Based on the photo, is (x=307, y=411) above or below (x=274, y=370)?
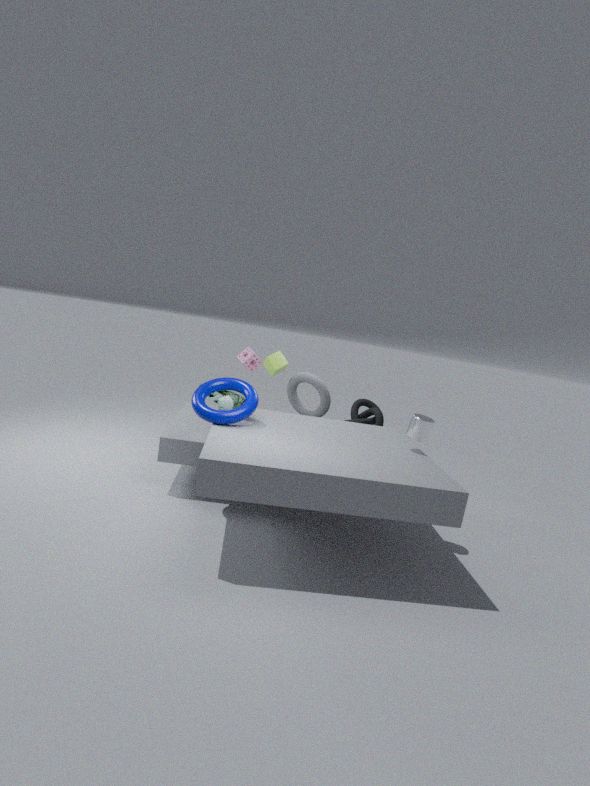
below
